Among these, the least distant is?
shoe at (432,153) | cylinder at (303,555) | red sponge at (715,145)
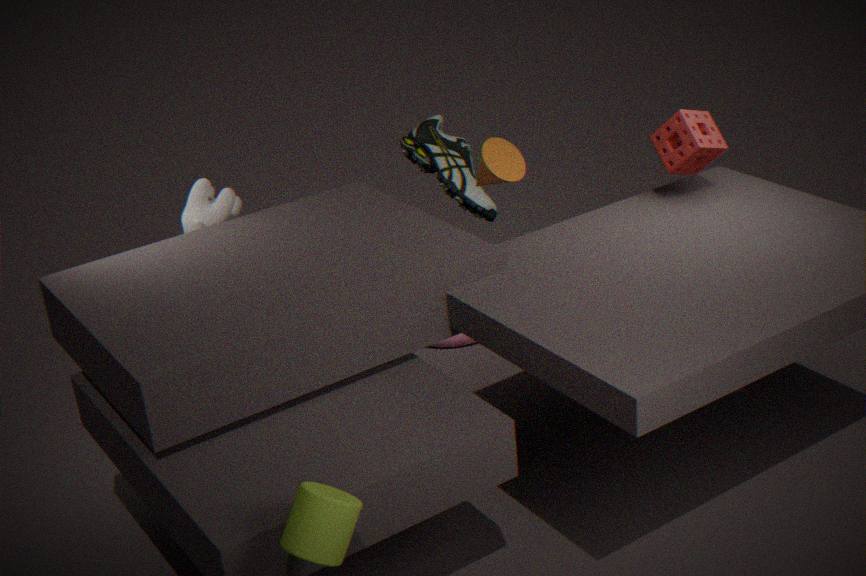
cylinder at (303,555)
